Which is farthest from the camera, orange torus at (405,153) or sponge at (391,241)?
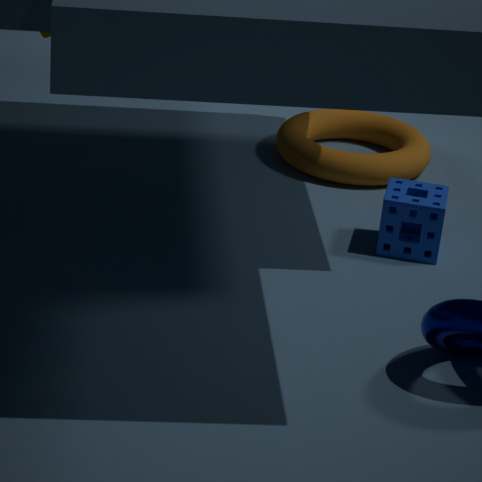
orange torus at (405,153)
